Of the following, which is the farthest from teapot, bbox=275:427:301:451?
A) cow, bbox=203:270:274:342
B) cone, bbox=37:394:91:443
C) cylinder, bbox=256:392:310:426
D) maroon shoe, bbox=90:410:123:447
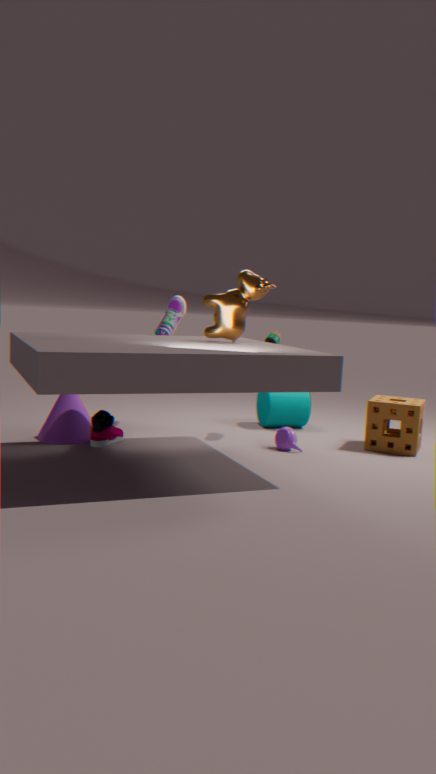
cone, bbox=37:394:91:443
